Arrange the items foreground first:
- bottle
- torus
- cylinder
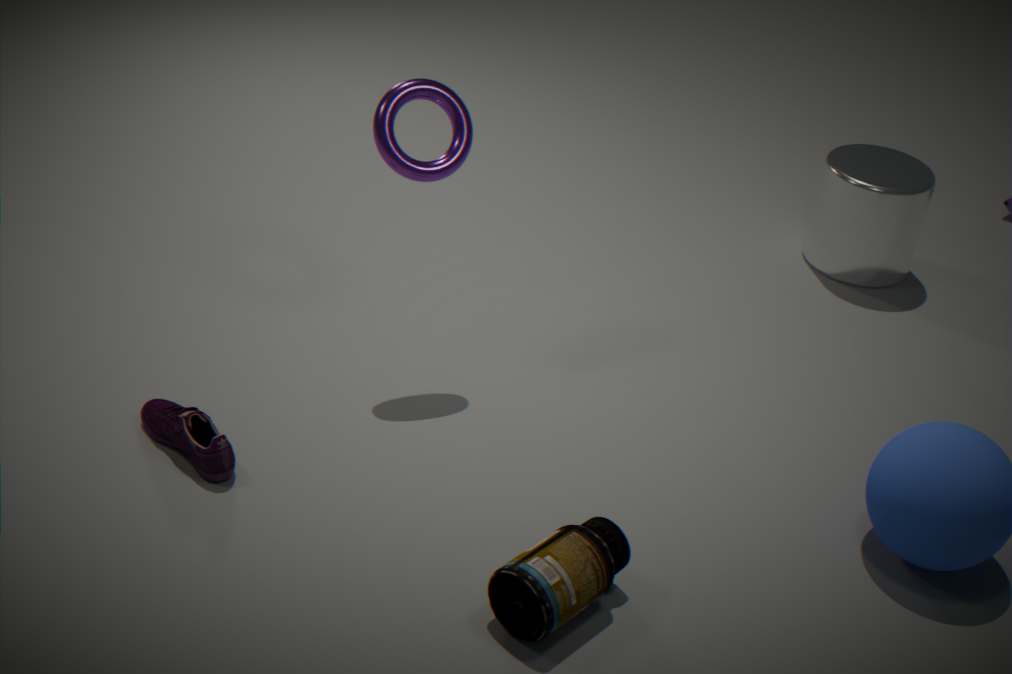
bottle
torus
cylinder
